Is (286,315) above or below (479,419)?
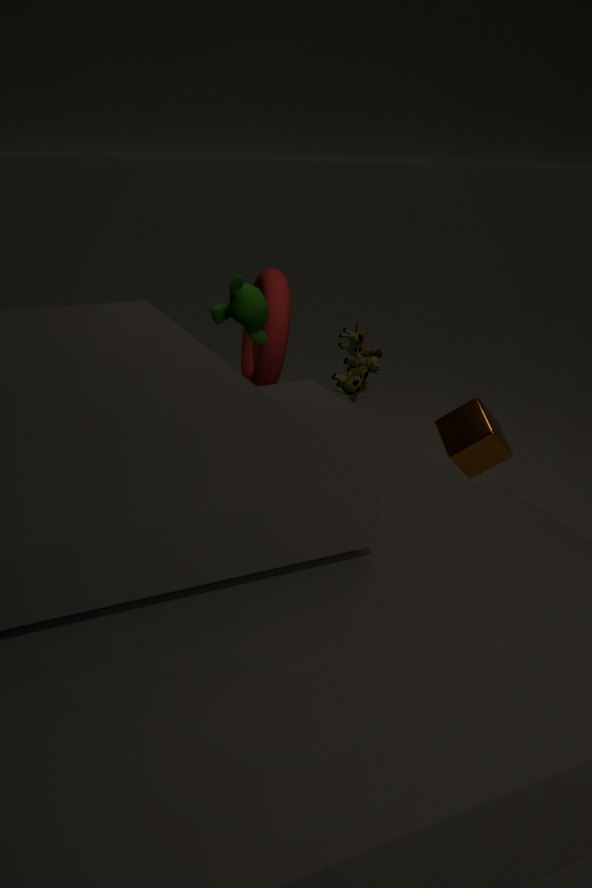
above
